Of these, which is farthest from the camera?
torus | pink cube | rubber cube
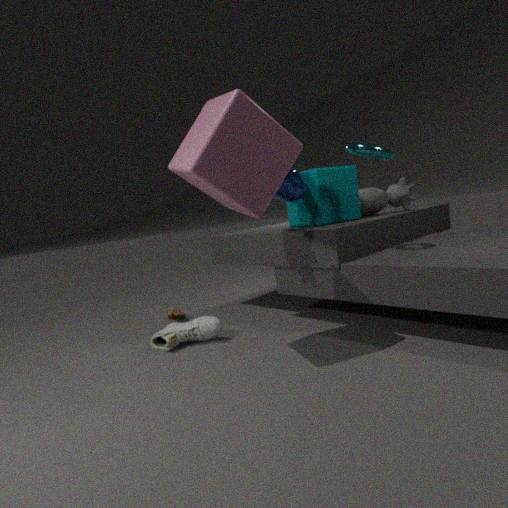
rubber cube
